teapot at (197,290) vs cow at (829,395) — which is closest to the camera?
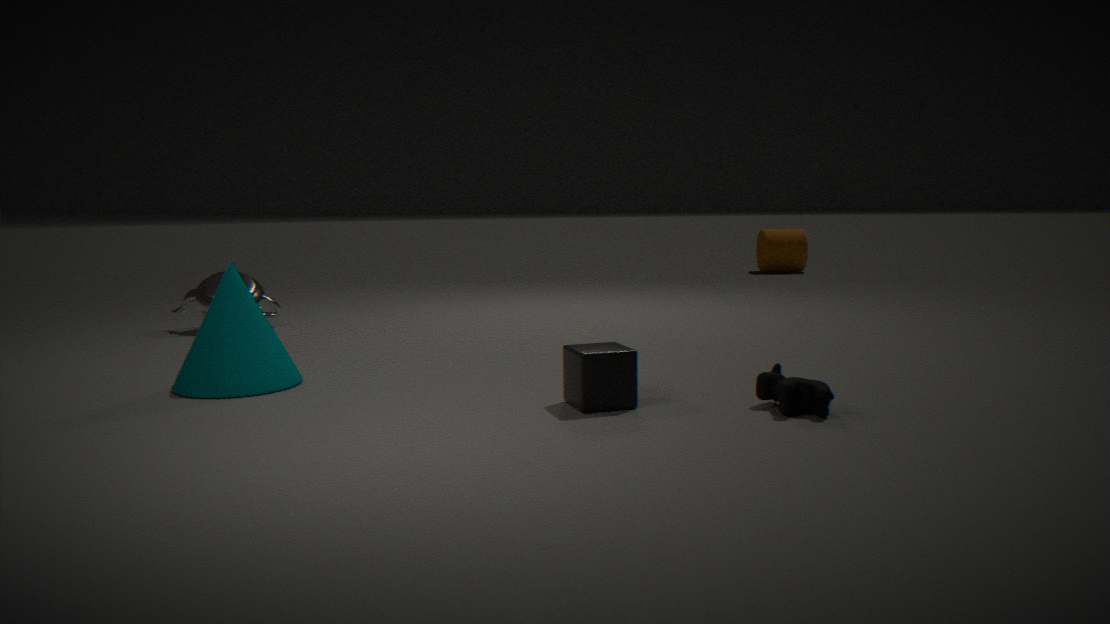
cow at (829,395)
